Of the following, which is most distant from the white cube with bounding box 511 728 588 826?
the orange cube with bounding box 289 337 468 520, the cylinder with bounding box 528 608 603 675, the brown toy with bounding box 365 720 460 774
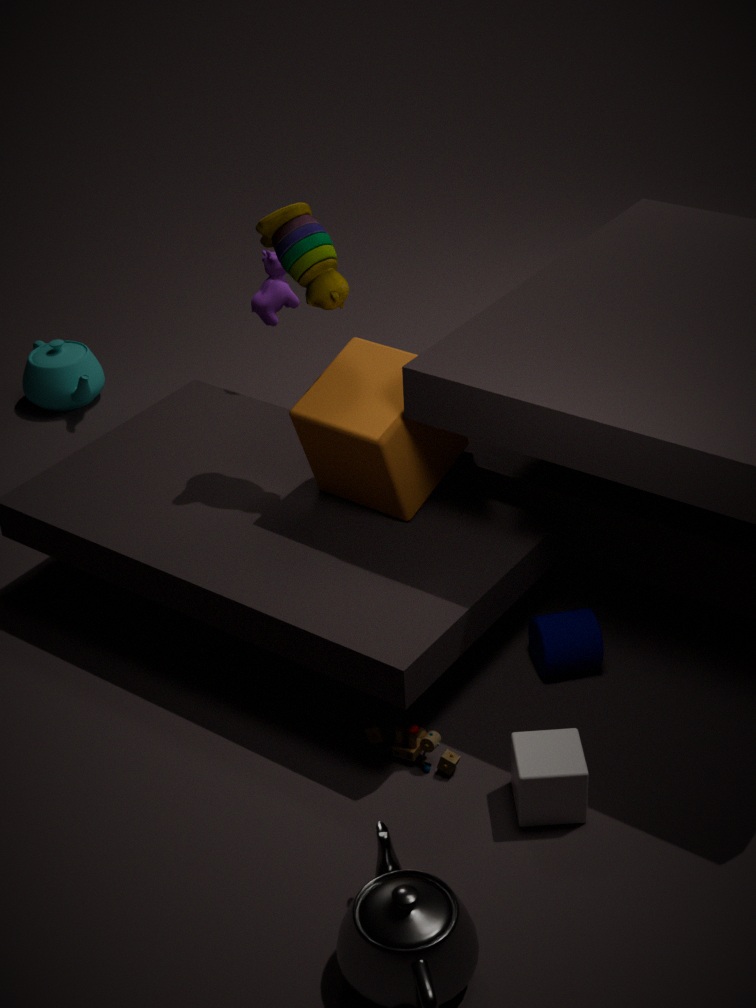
the orange cube with bounding box 289 337 468 520
